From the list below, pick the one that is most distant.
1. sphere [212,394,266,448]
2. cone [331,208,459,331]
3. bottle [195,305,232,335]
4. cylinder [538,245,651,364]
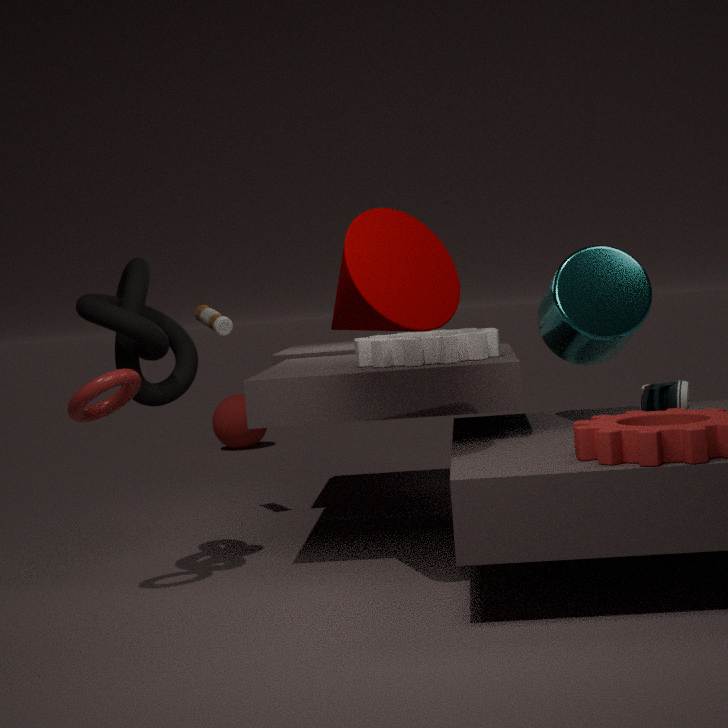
sphere [212,394,266,448]
